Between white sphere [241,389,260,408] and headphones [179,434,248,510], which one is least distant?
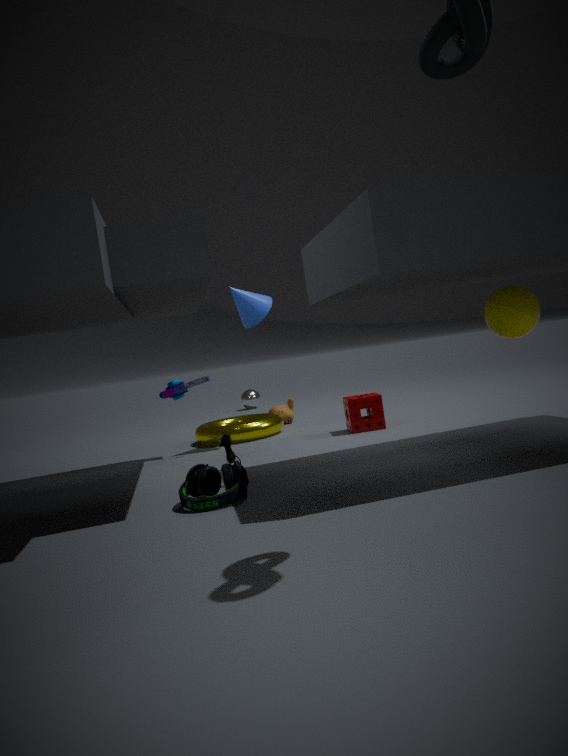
headphones [179,434,248,510]
